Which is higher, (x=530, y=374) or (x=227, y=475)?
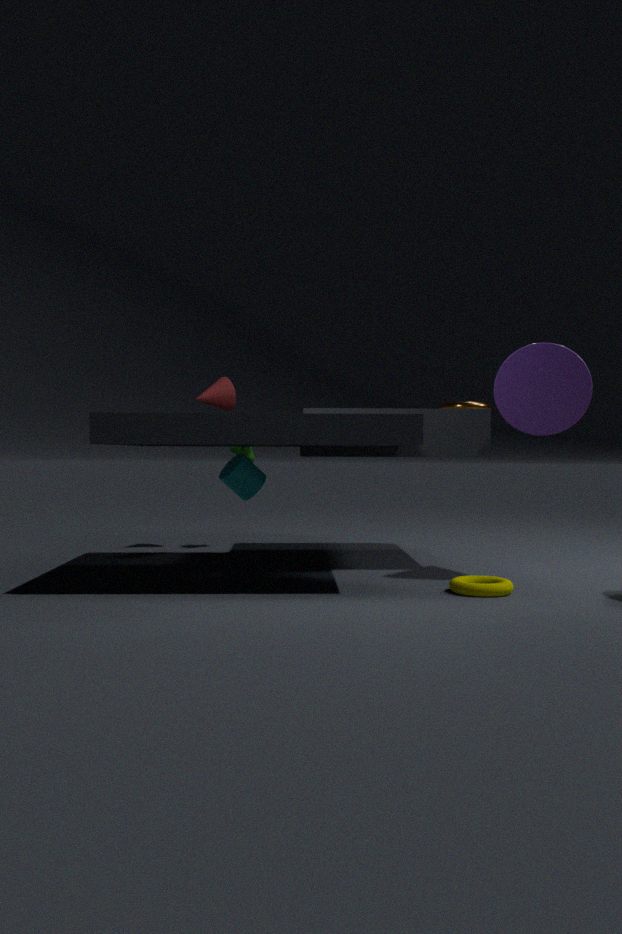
(x=530, y=374)
